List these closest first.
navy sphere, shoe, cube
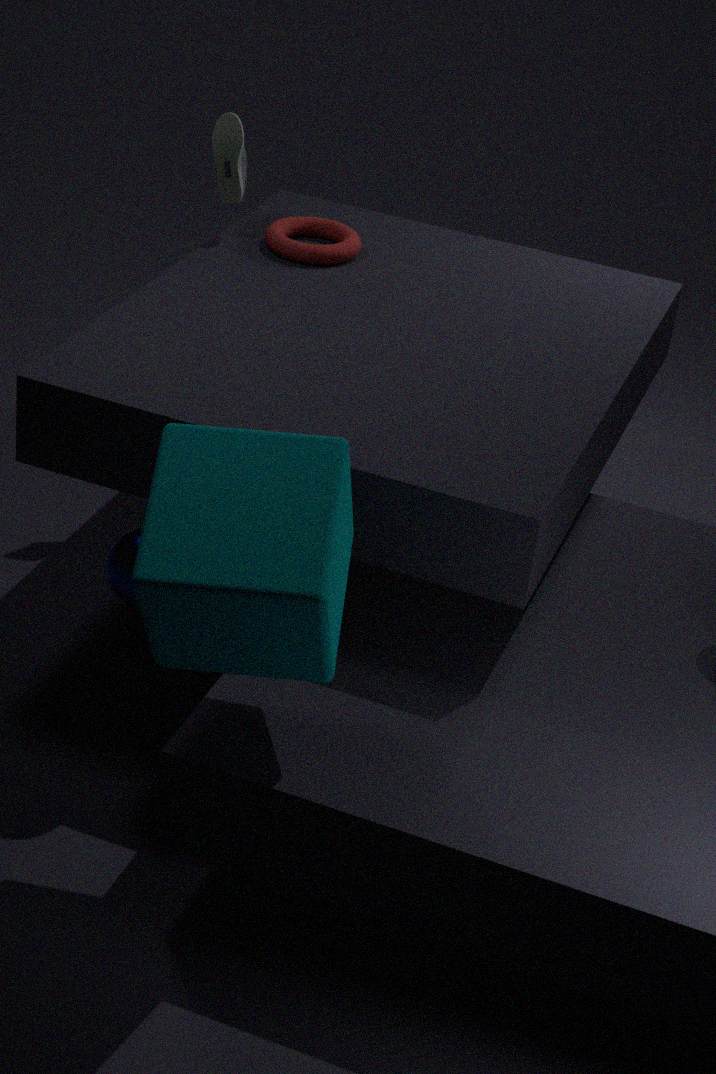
1. cube
2. navy sphere
3. shoe
